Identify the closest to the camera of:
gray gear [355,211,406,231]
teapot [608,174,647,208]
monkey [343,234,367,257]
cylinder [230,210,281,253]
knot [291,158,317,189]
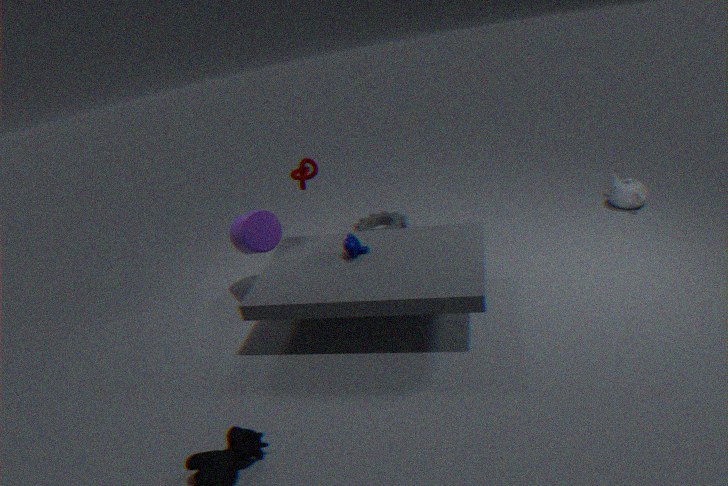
monkey [343,234,367,257]
